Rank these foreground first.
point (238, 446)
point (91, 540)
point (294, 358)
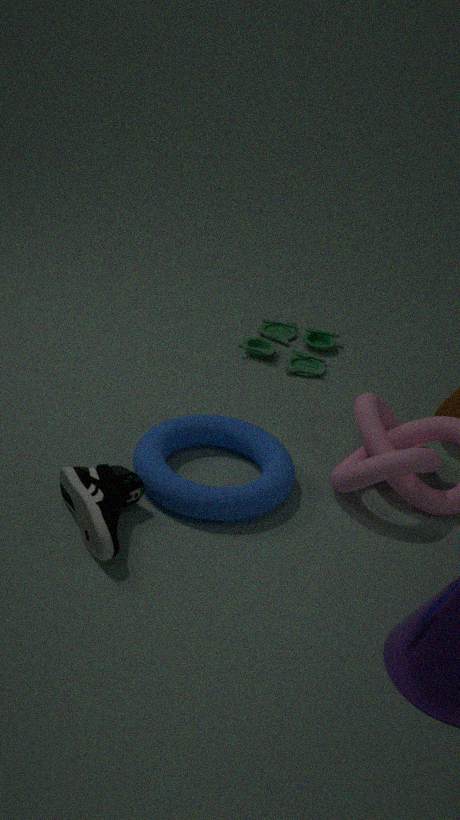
point (91, 540), point (238, 446), point (294, 358)
